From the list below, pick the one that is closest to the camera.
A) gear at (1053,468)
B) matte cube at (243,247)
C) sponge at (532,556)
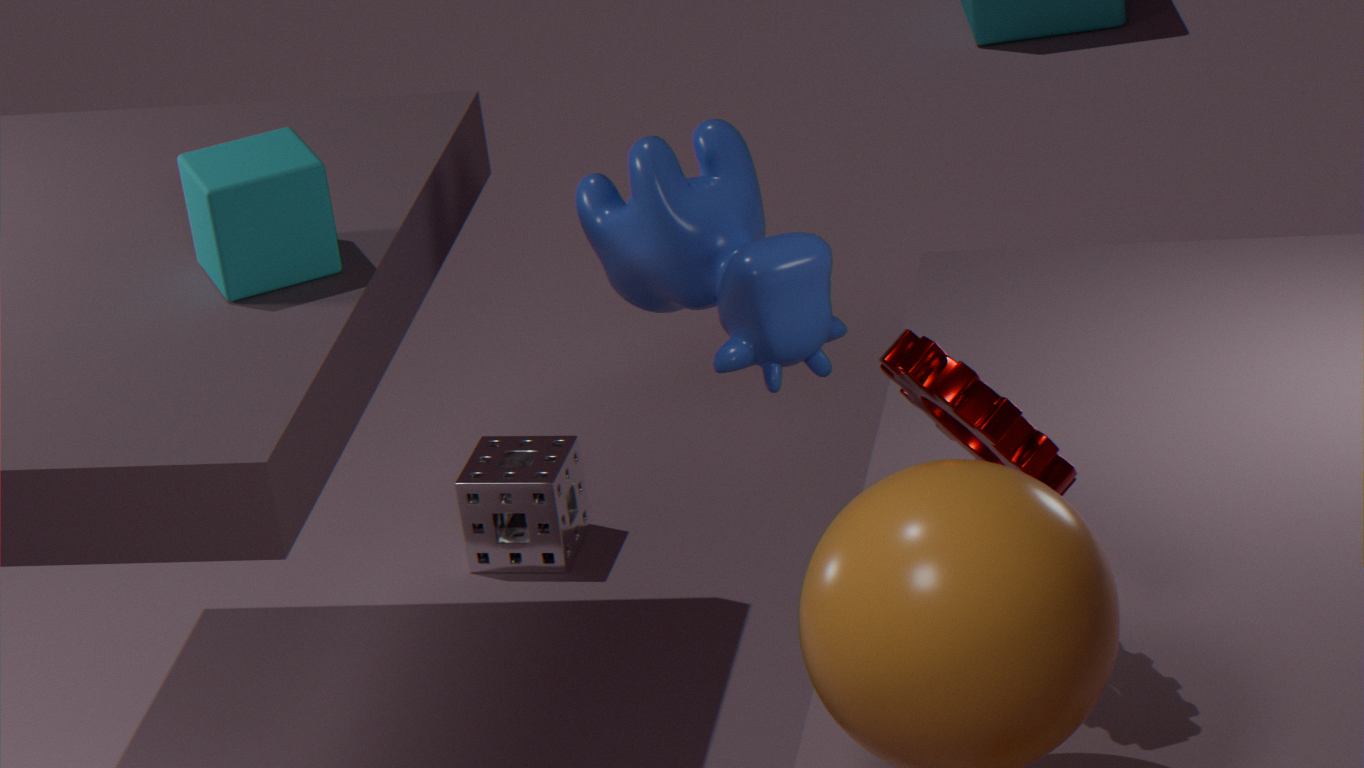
gear at (1053,468)
